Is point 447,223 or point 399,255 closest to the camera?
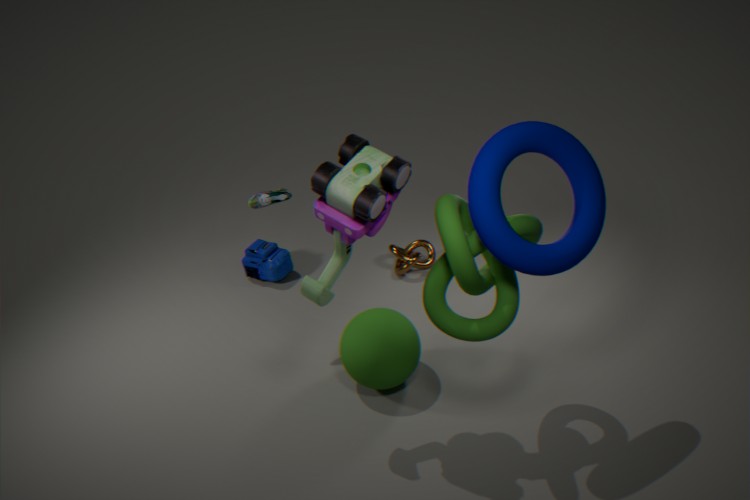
point 447,223
